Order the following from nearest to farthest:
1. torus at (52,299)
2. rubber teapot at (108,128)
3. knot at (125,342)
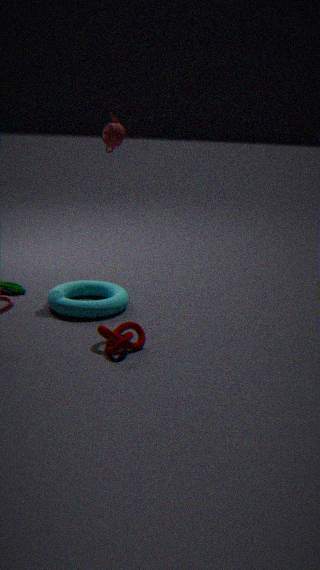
1. knot at (125,342)
2. torus at (52,299)
3. rubber teapot at (108,128)
